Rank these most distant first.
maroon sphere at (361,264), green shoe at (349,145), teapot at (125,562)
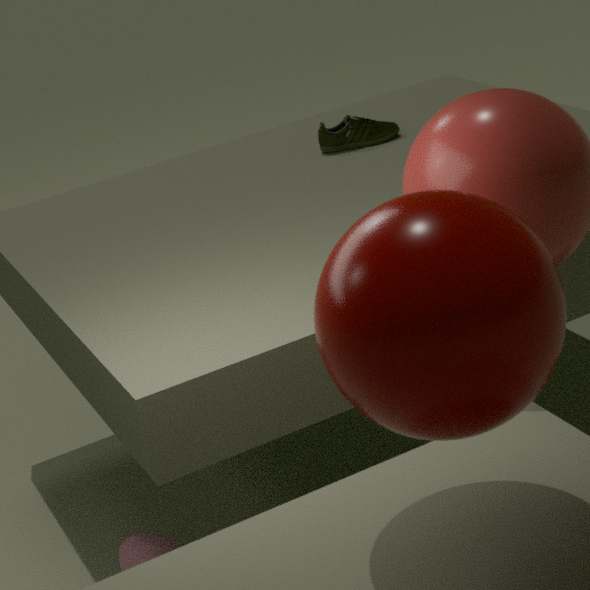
1. green shoe at (349,145)
2. teapot at (125,562)
3. maroon sphere at (361,264)
